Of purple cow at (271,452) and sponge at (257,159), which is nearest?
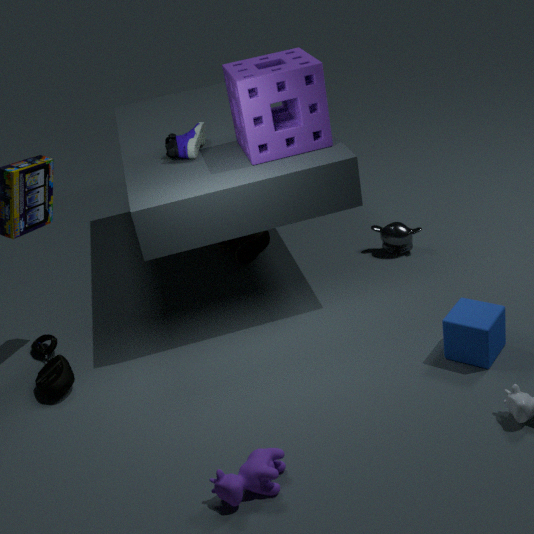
purple cow at (271,452)
